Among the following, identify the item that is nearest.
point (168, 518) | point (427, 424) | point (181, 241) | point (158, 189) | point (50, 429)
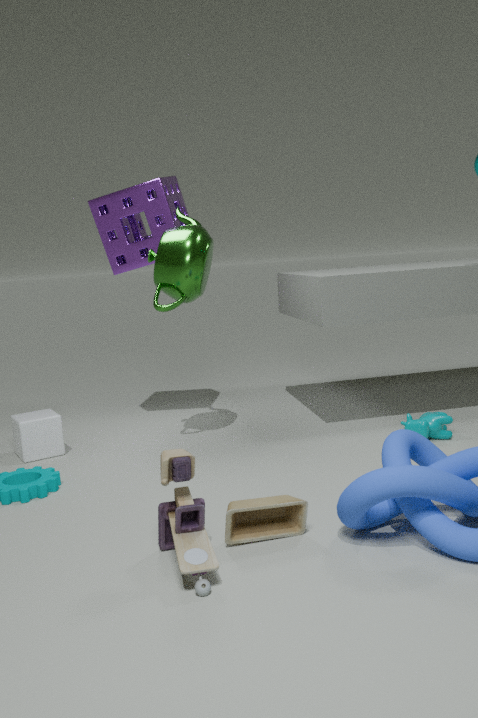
point (168, 518)
